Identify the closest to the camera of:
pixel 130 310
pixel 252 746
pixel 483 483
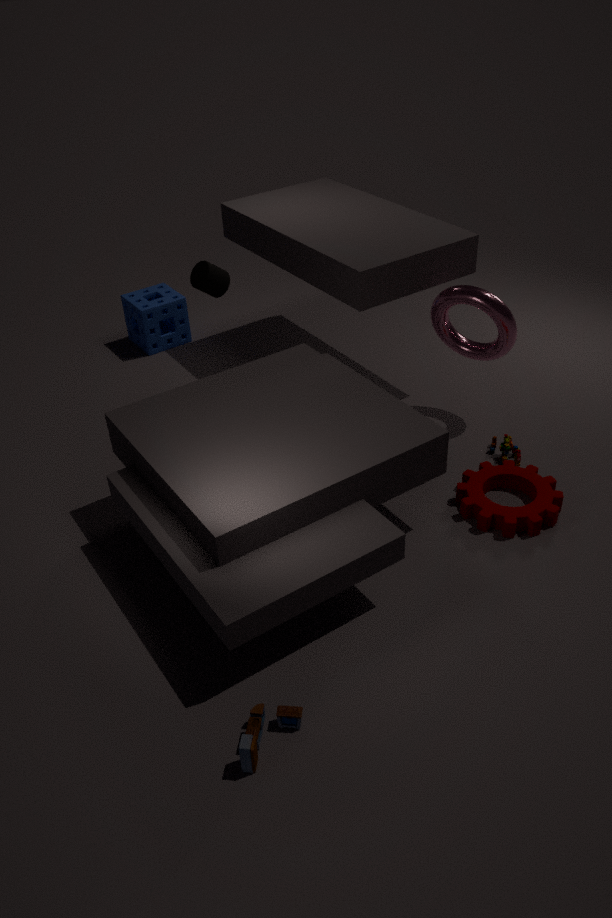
pixel 252 746
